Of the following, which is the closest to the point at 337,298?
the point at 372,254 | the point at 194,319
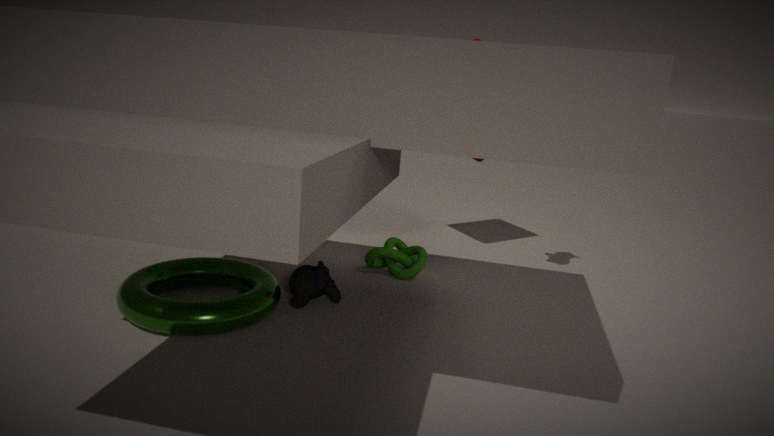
the point at 194,319
